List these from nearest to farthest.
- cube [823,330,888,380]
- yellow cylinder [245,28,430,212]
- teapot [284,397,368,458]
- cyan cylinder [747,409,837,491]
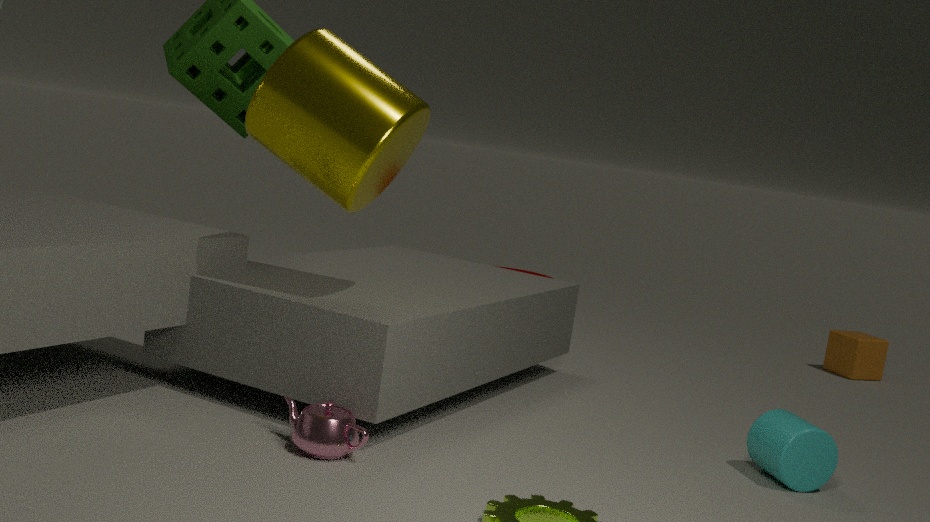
teapot [284,397,368,458]
yellow cylinder [245,28,430,212]
cyan cylinder [747,409,837,491]
cube [823,330,888,380]
